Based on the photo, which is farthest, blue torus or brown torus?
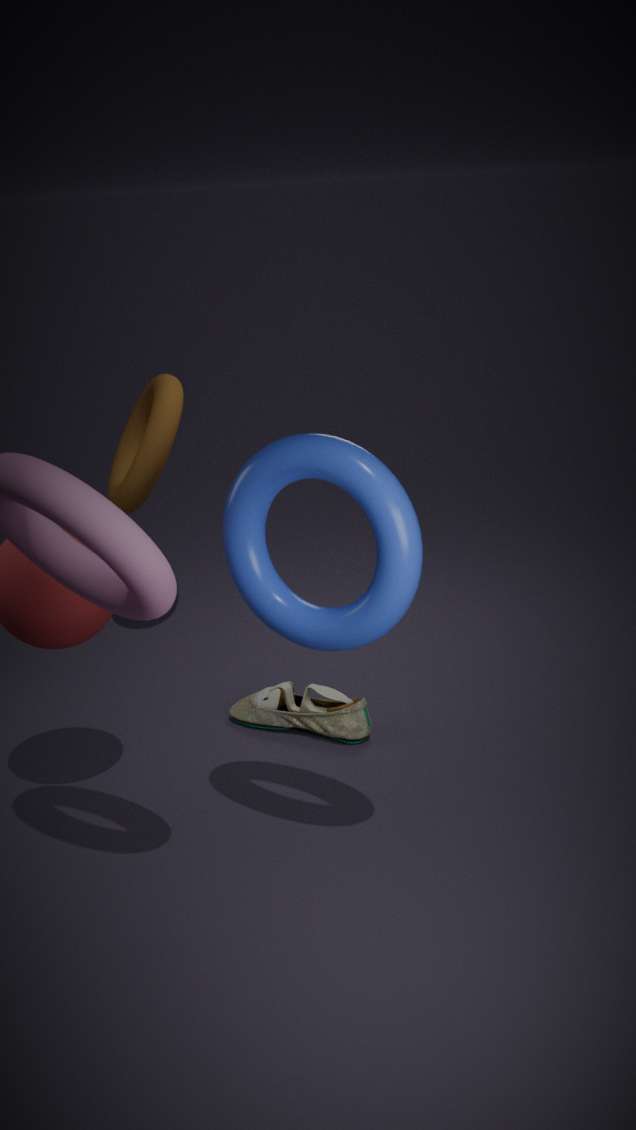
brown torus
